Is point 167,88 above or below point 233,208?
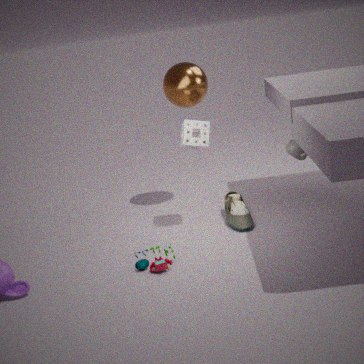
above
